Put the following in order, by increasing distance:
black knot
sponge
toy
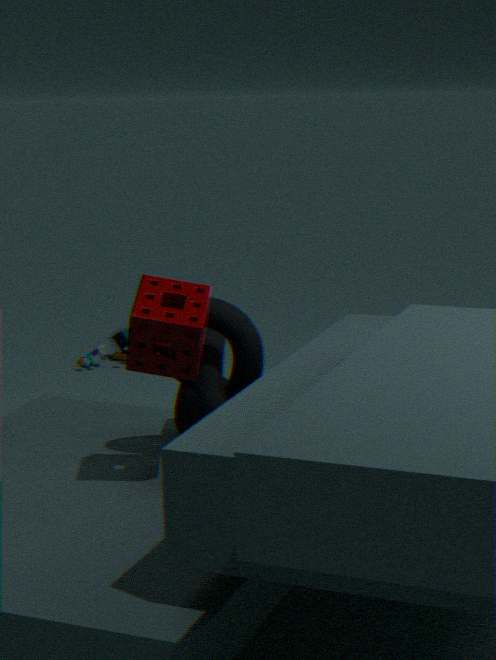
sponge, black knot, toy
